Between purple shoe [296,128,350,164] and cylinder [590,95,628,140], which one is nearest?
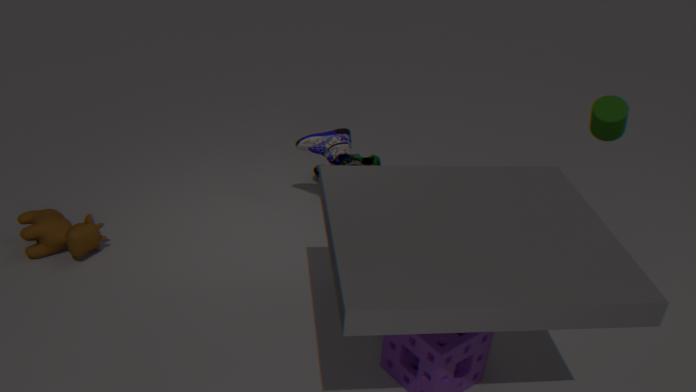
cylinder [590,95,628,140]
